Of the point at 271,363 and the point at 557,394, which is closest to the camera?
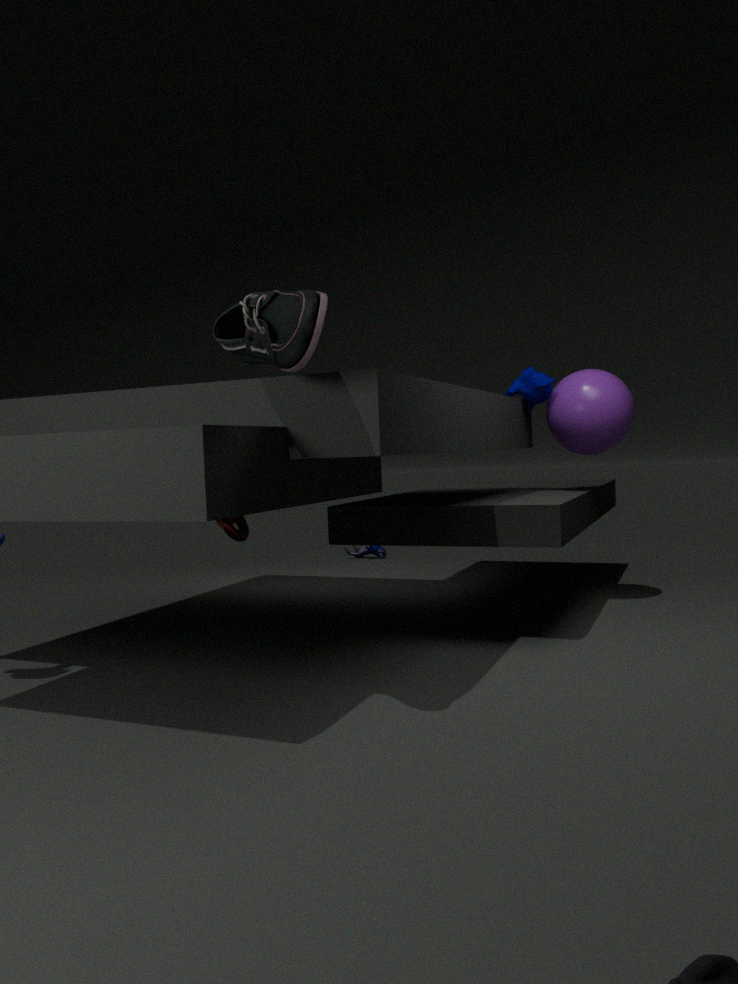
the point at 271,363
